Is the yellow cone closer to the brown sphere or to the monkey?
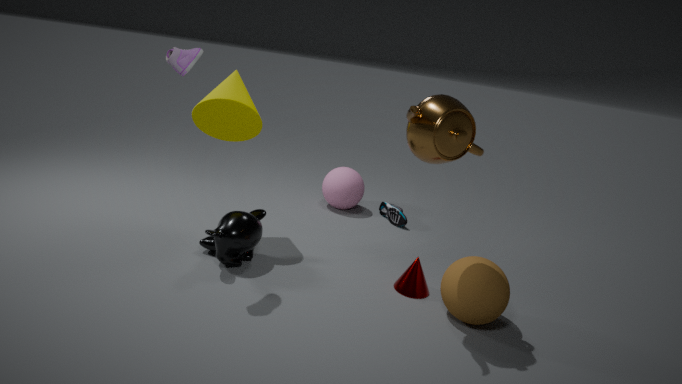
the monkey
